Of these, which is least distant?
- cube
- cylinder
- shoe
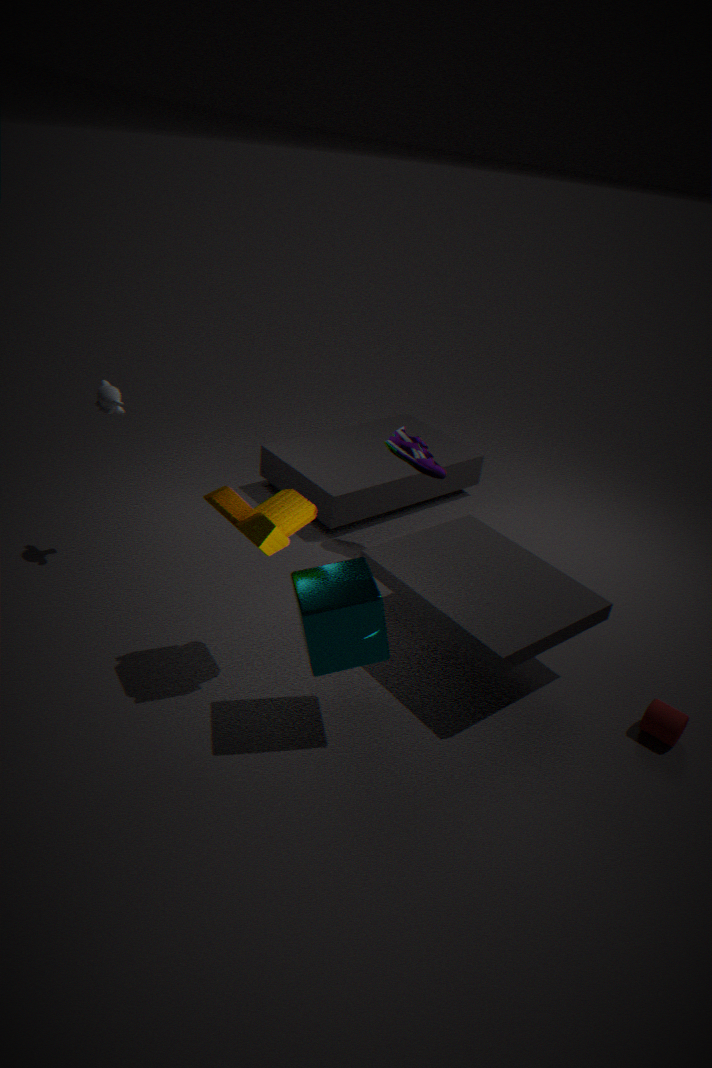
cube
